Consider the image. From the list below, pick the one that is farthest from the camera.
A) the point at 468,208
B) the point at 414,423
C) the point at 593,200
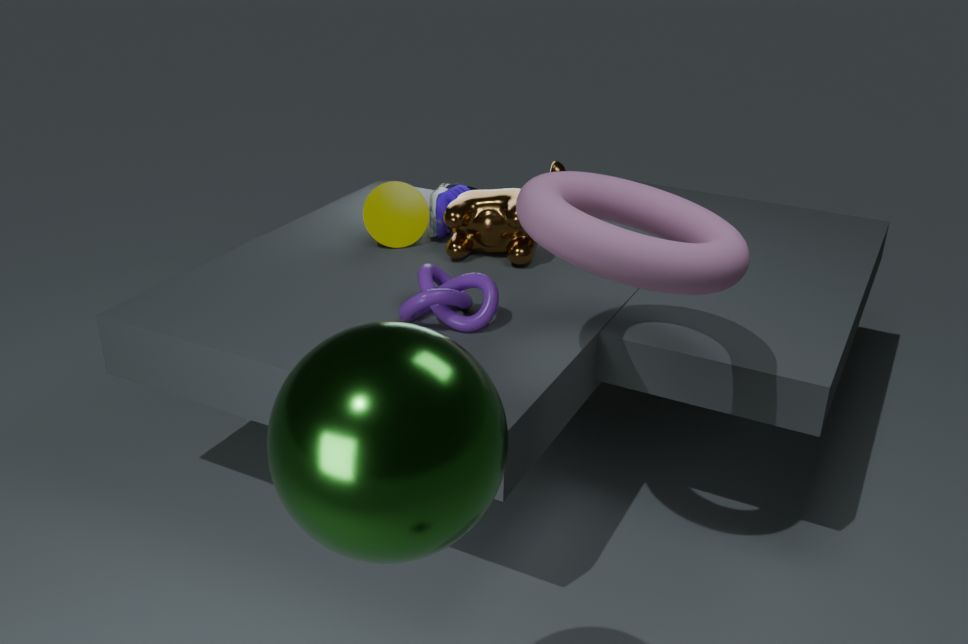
the point at 468,208
